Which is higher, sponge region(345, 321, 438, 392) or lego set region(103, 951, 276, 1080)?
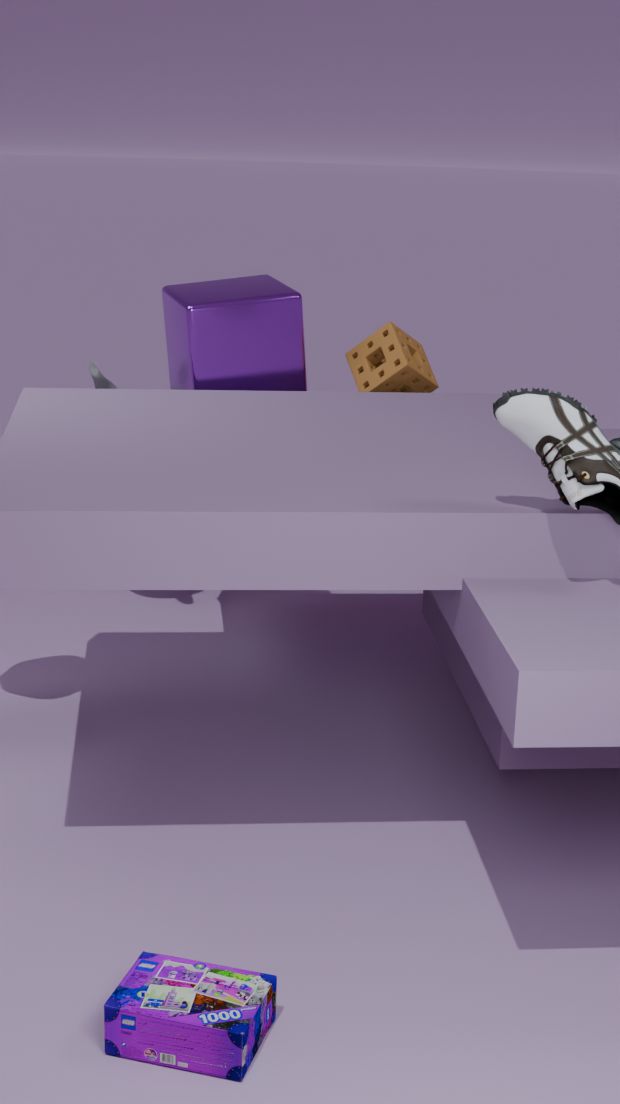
sponge region(345, 321, 438, 392)
